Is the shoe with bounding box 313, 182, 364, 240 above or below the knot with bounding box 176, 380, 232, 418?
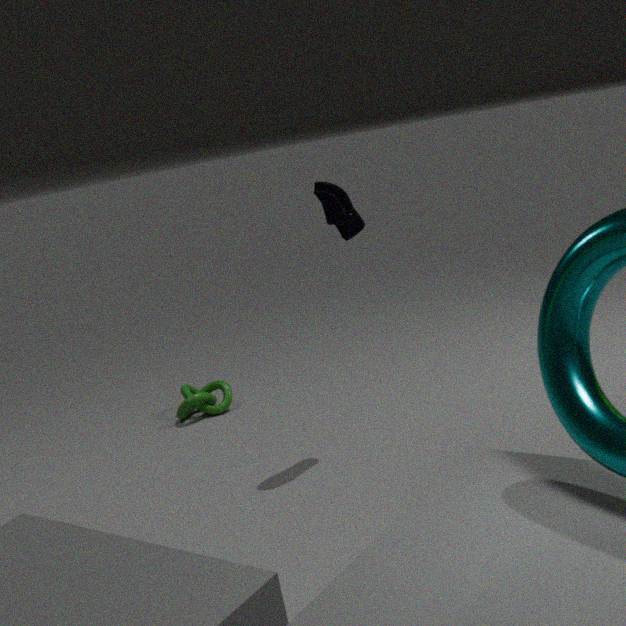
above
